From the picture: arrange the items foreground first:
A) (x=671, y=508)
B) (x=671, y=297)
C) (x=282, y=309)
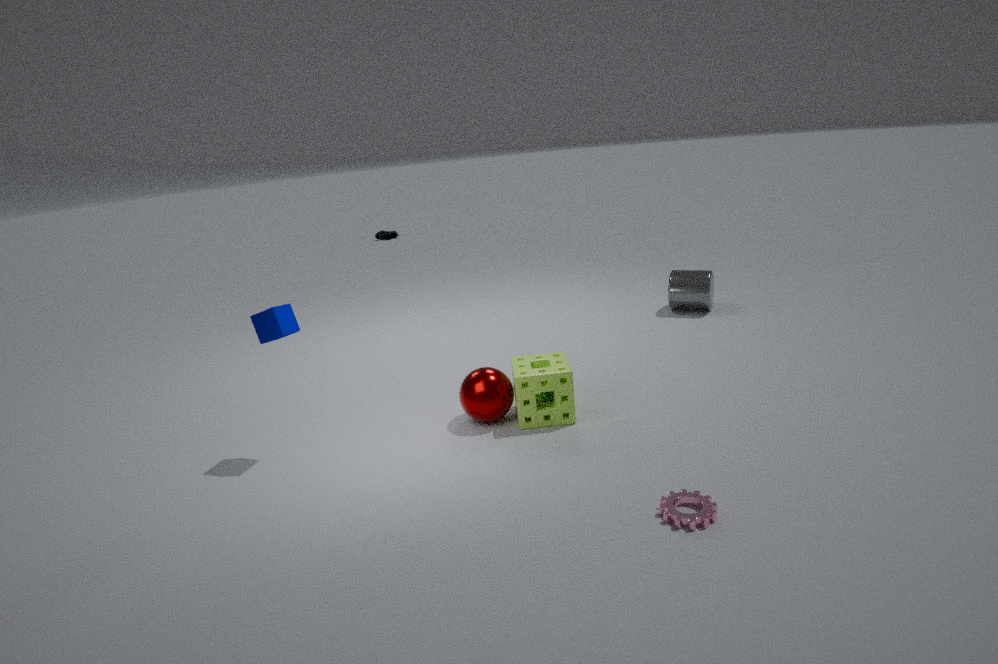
(x=671, y=508) → (x=282, y=309) → (x=671, y=297)
